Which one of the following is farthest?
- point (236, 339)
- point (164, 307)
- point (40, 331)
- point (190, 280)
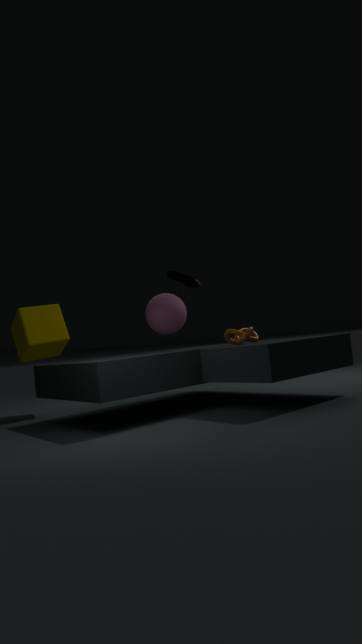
point (190, 280)
